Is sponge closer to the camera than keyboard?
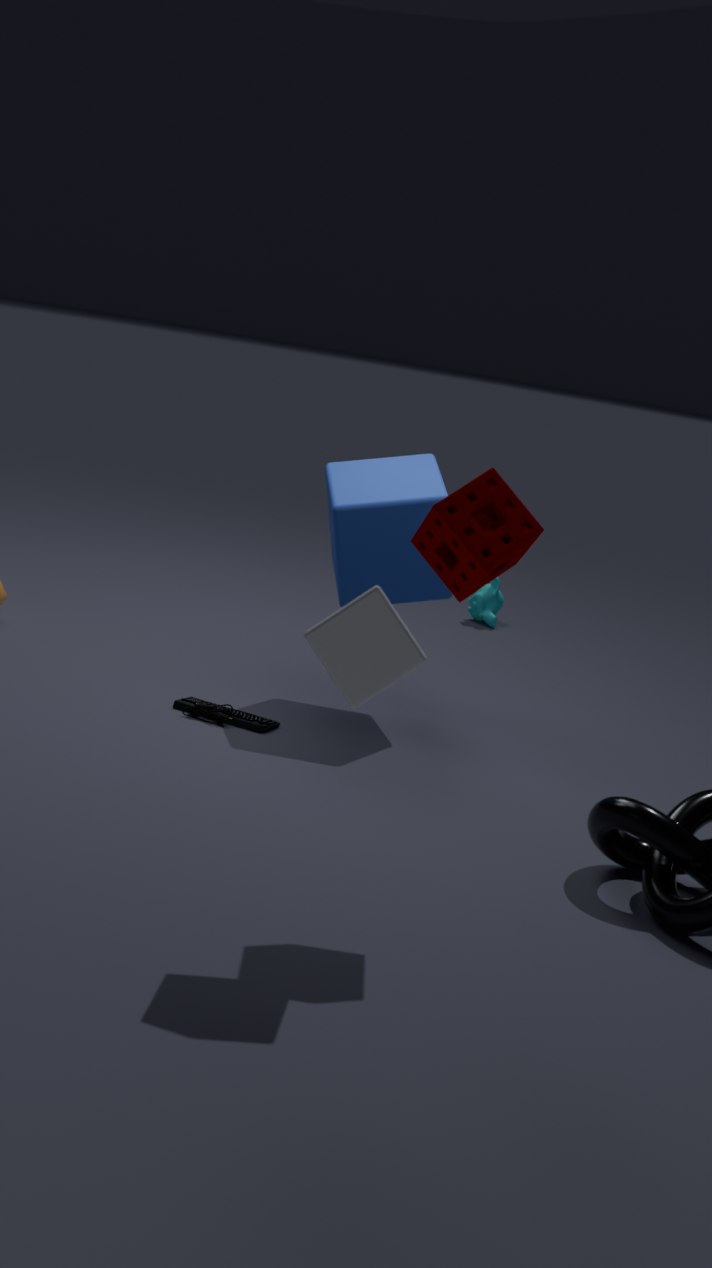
Yes
